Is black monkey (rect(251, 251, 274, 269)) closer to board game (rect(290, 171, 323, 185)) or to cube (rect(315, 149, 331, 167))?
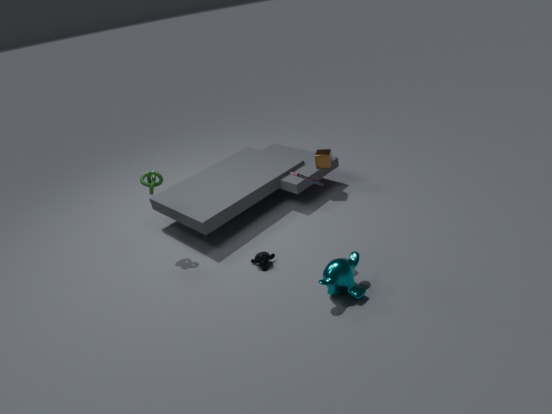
board game (rect(290, 171, 323, 185))
